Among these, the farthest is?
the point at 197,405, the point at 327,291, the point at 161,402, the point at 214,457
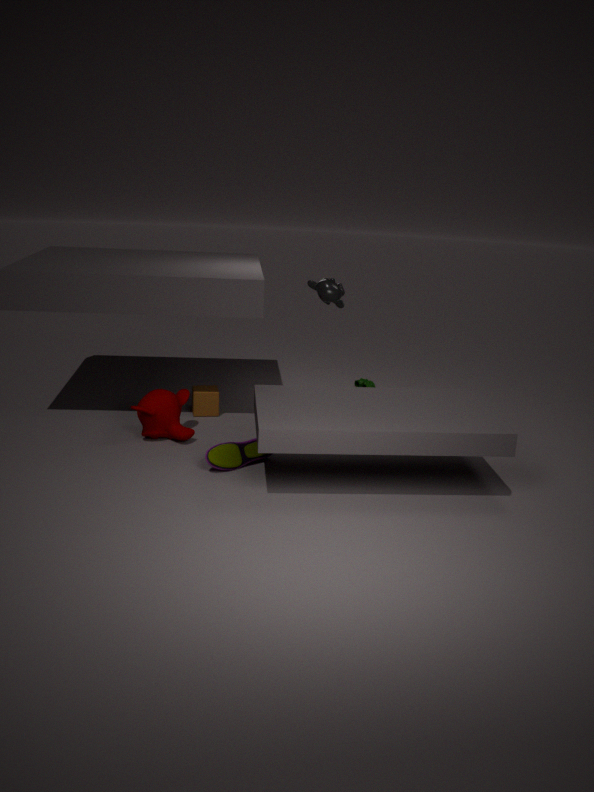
the point at 197,405
